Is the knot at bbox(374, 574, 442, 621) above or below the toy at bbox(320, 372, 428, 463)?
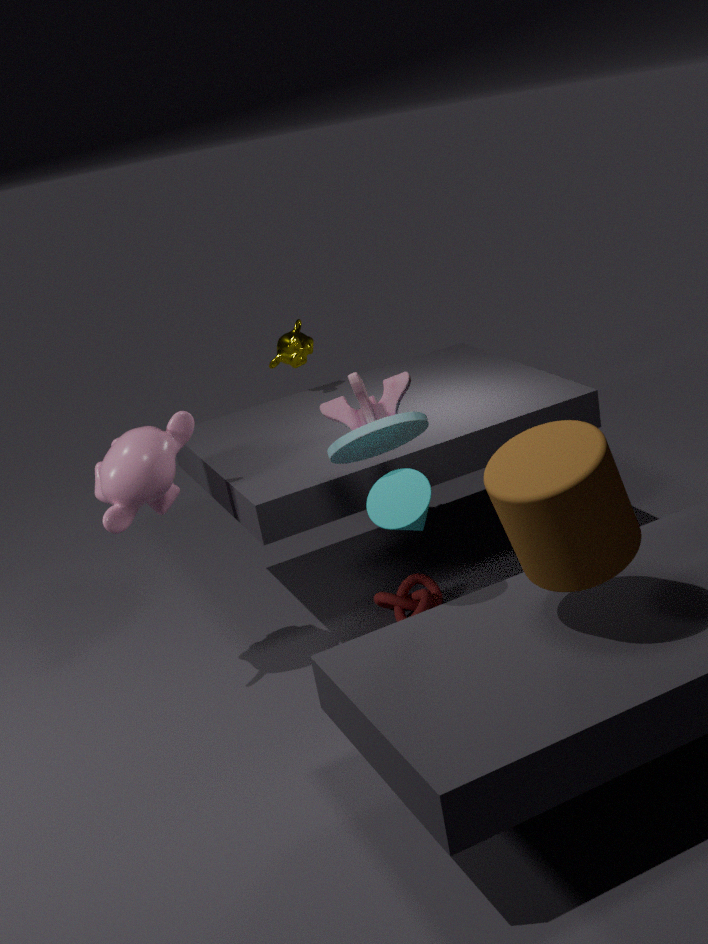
below
